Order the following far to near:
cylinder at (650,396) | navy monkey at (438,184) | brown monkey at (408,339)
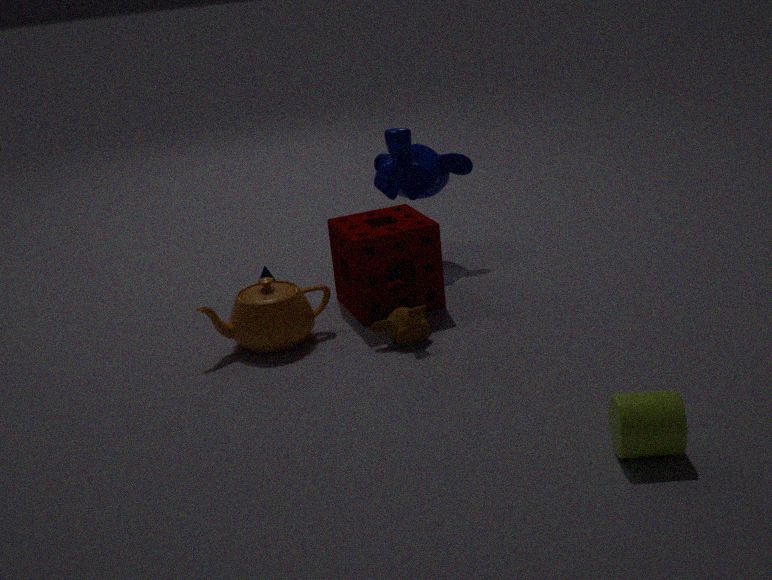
navy monkey at (438,184) → brown monkey at (408,339) → cylinder at (650,396)
